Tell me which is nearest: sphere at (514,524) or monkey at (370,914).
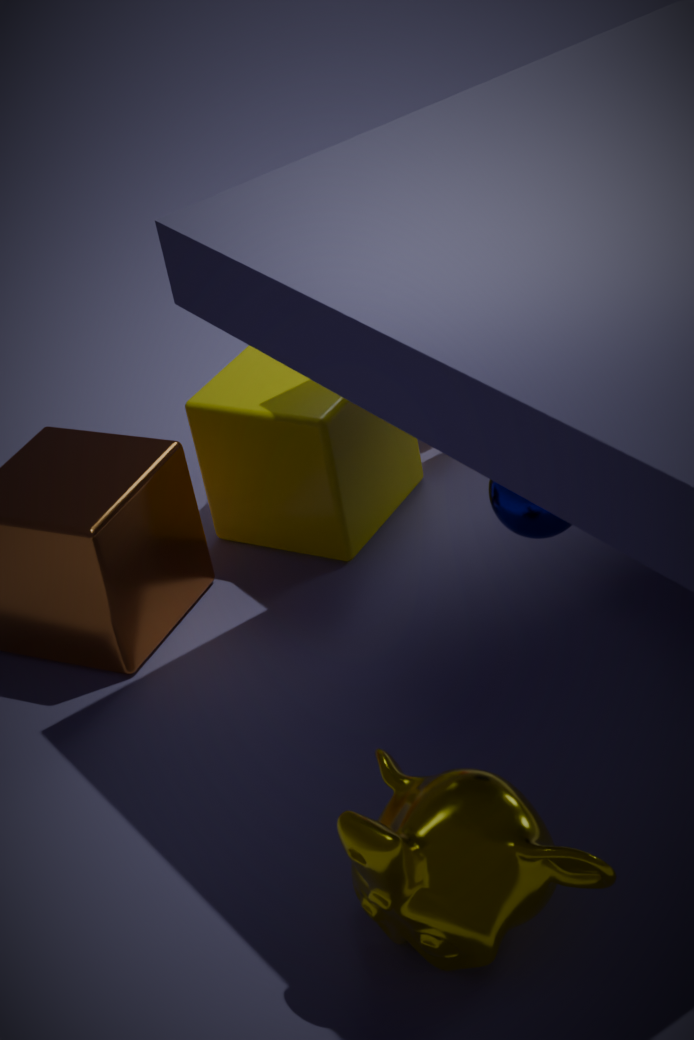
monkey at (370,914)
